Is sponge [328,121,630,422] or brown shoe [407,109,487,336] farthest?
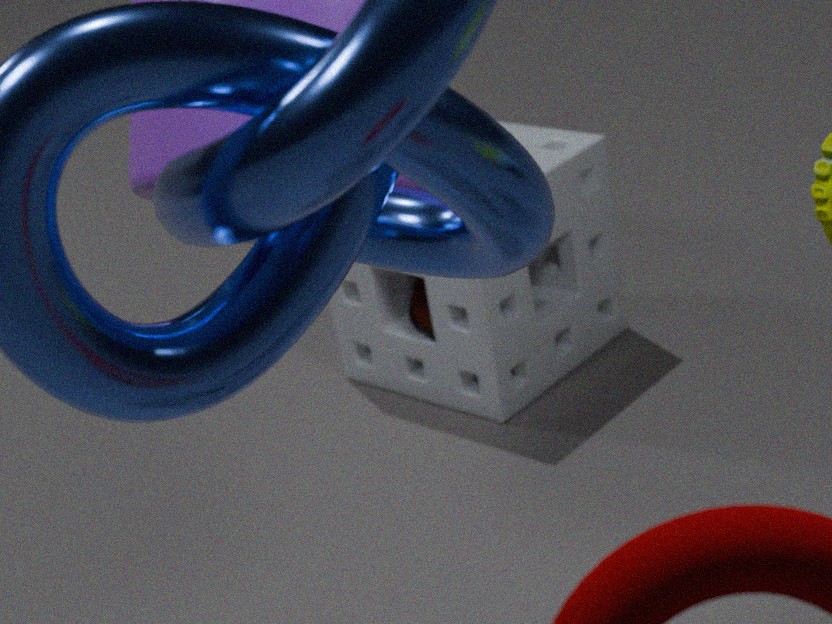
brown shoe [407,109,487,336]
